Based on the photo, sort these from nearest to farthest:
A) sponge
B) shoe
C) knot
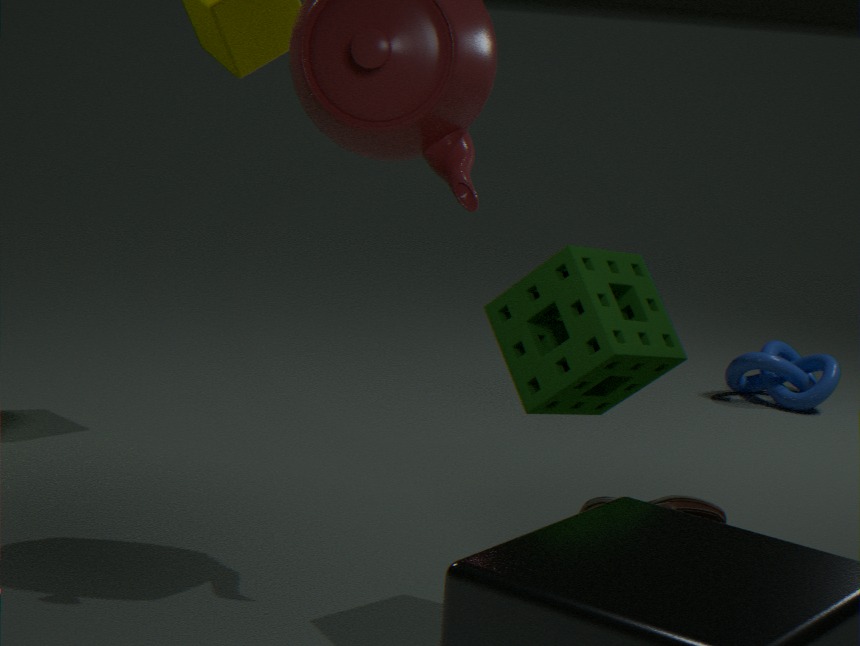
1. sponge
2. shoe
3. knot
